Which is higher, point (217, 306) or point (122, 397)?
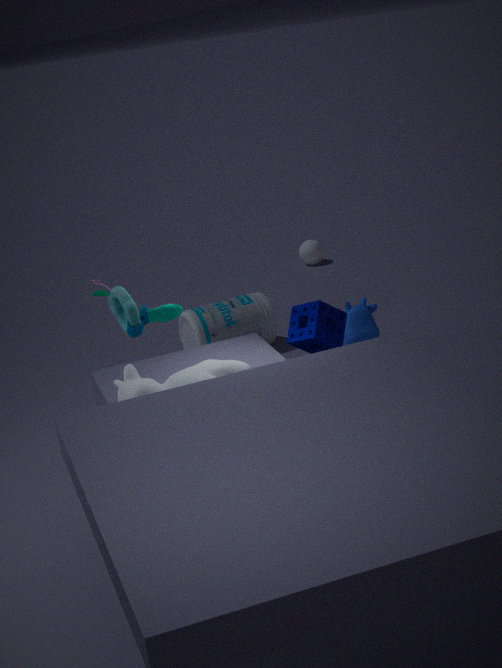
point (122, 397)
